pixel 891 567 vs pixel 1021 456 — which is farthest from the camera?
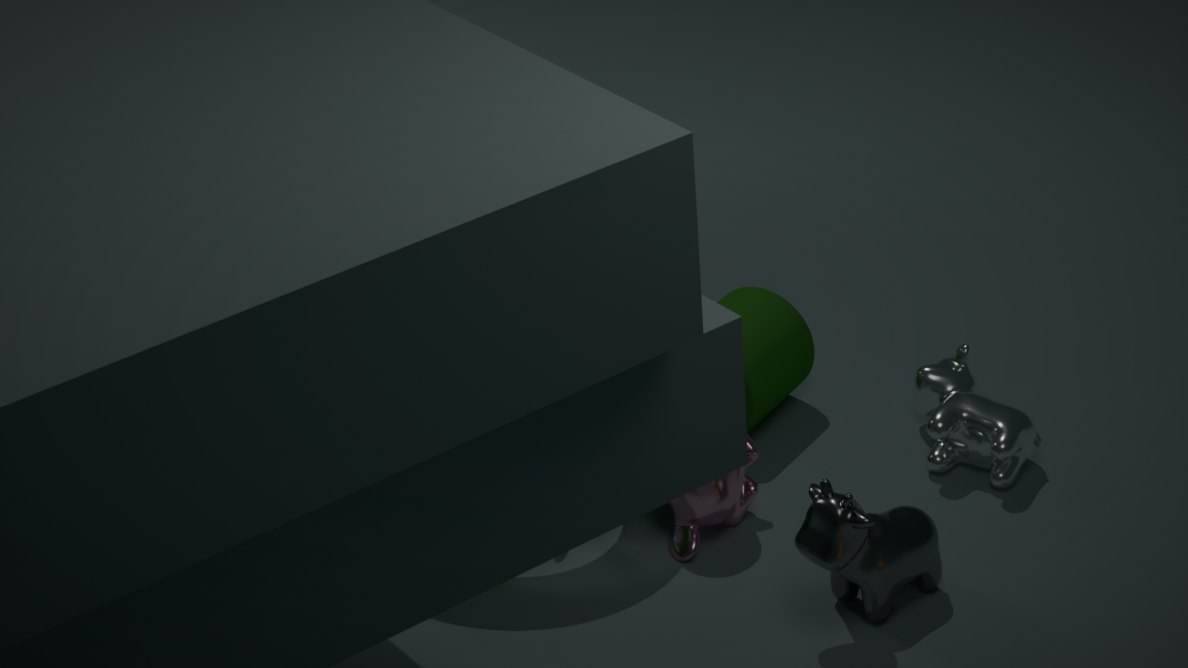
pixel 1021 456
